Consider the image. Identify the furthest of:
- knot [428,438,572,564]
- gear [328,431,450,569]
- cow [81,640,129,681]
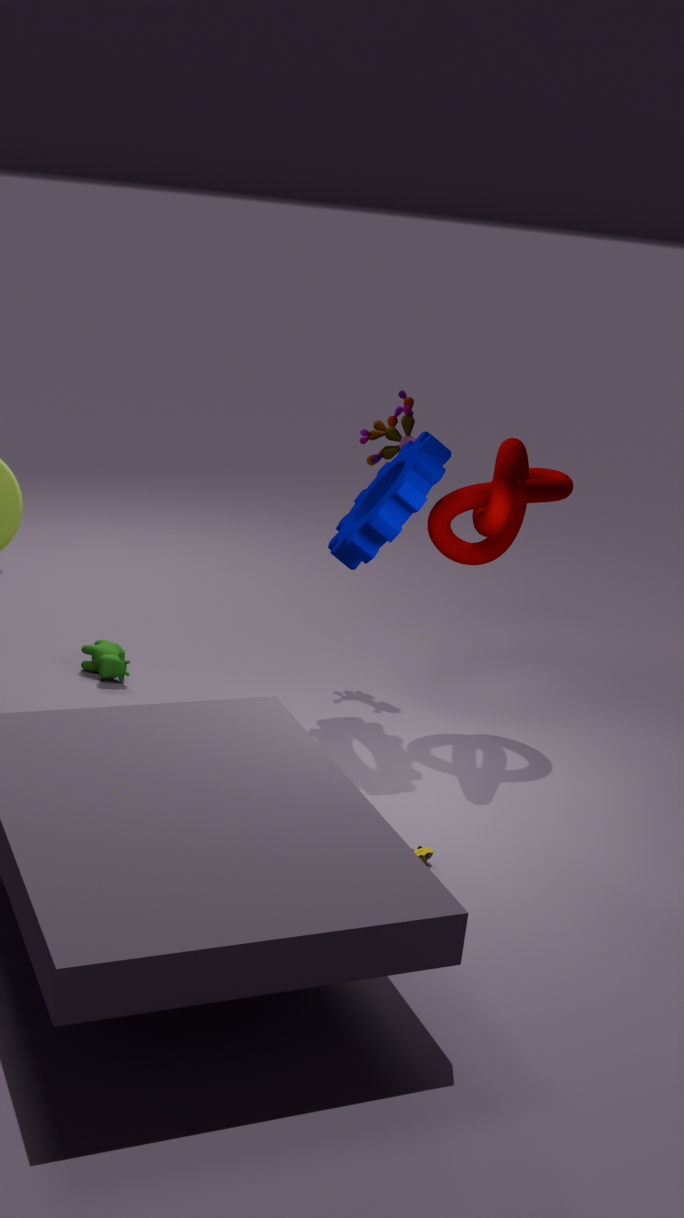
cow [81,640,129,681]
